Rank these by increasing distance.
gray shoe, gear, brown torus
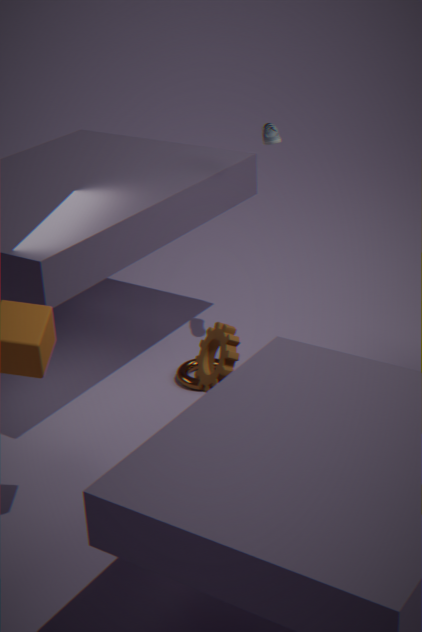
1. gear
2. gray shoe
3. brown torus
